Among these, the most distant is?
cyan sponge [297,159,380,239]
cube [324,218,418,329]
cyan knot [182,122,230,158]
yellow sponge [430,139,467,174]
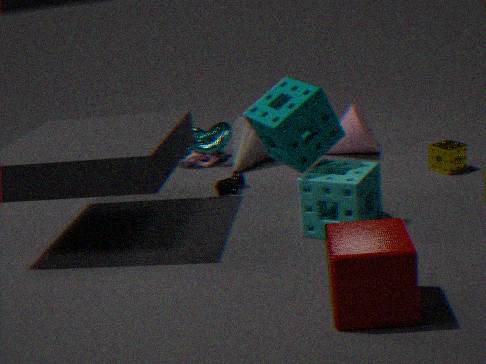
cyan knot [182,122,230,158]
